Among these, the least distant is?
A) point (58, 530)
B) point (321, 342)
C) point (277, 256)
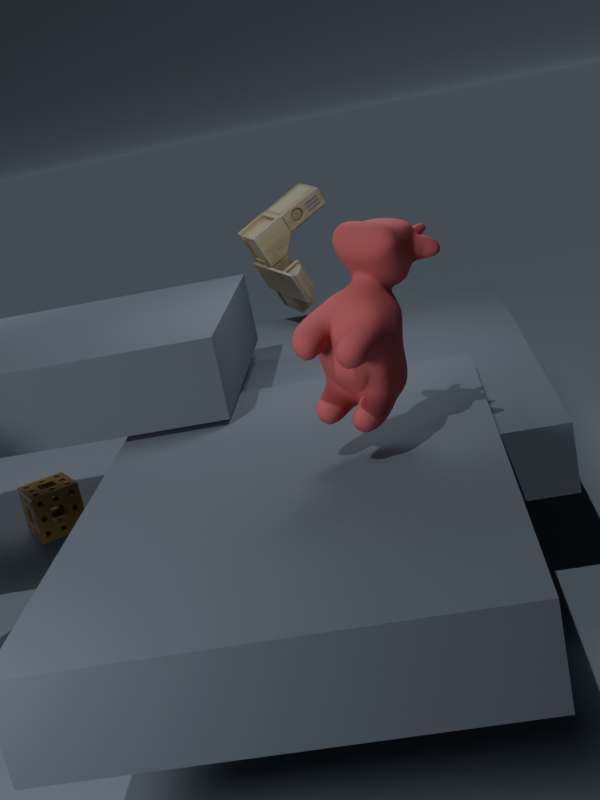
point (321, 342)
